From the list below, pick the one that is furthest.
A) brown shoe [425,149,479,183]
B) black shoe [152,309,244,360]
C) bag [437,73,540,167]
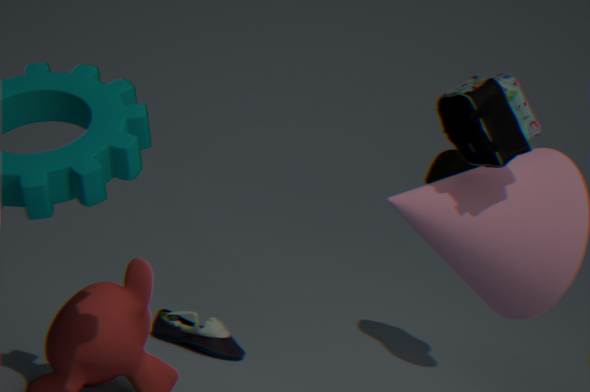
black shoe [152,309,244,360]
